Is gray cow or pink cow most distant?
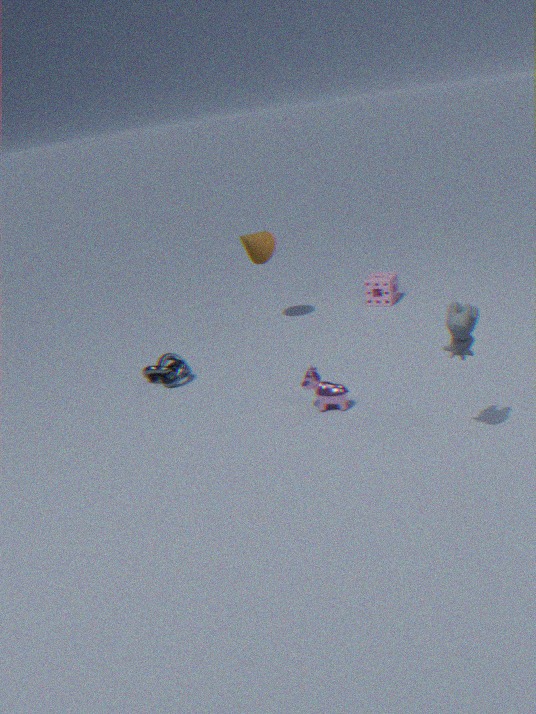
pink cow
